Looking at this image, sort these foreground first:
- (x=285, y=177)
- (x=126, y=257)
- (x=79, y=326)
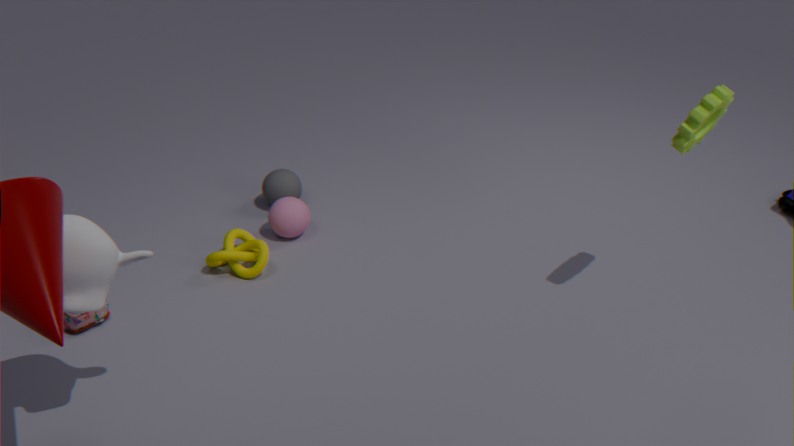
1. (x=126, y=257)
2. (x=79, y=326)
3. (x=285, y=177)
